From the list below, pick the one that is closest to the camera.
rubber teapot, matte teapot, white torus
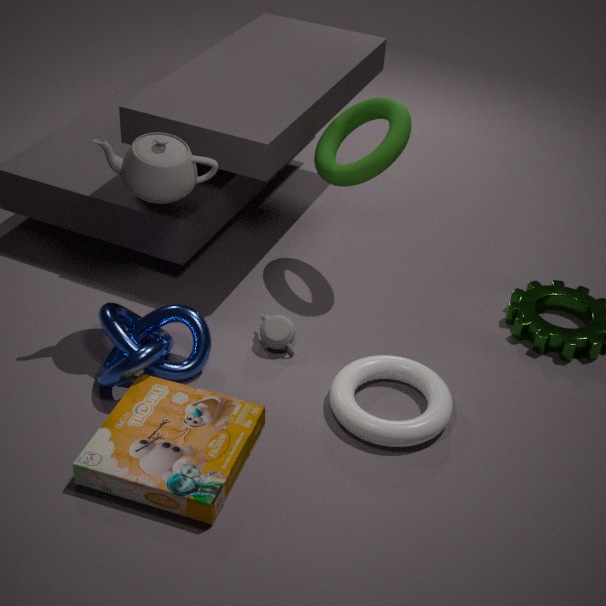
white torus
